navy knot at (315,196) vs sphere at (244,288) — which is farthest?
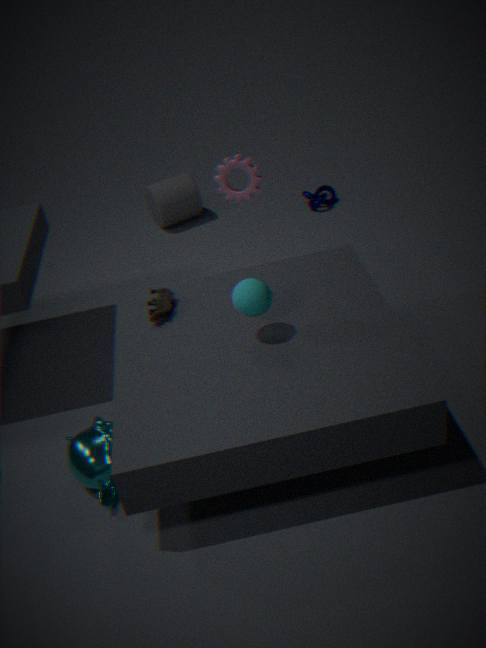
navy knot at (315,196)
